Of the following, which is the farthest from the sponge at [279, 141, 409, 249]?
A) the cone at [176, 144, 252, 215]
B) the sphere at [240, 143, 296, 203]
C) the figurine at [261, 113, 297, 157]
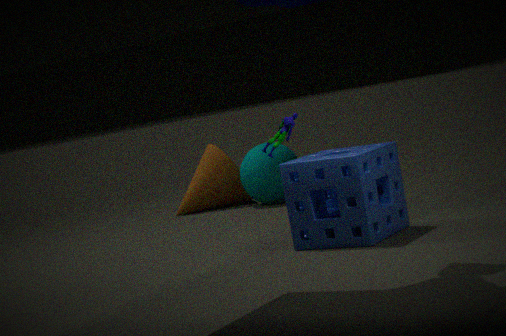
the cone at [176, 144, 252, 215]
